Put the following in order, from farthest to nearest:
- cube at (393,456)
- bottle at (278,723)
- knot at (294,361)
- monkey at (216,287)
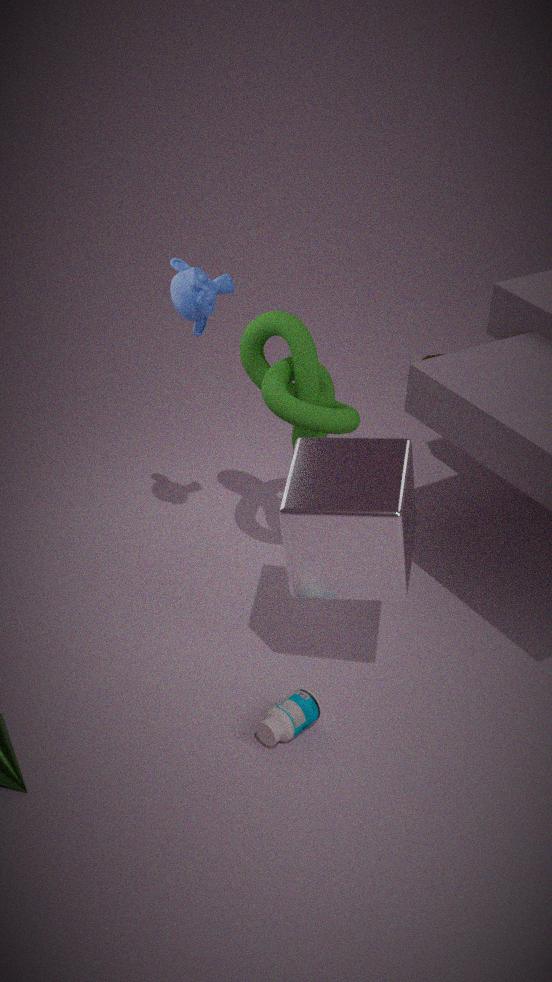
knot at (294,361) < monkey at (216,287) < bottle at (278,723) < cube at (393,456)
